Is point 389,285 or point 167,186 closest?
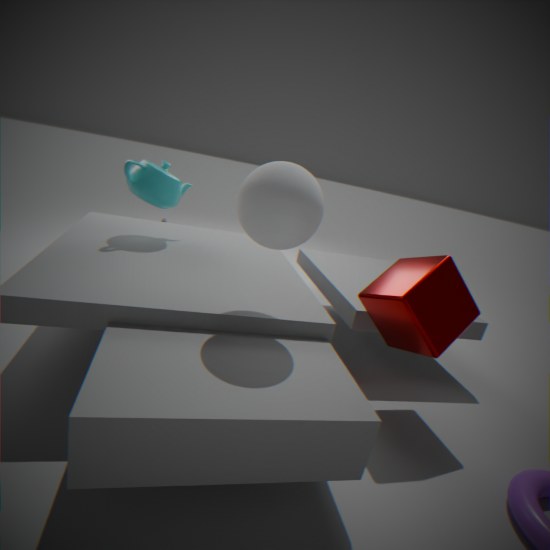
point 389,285
